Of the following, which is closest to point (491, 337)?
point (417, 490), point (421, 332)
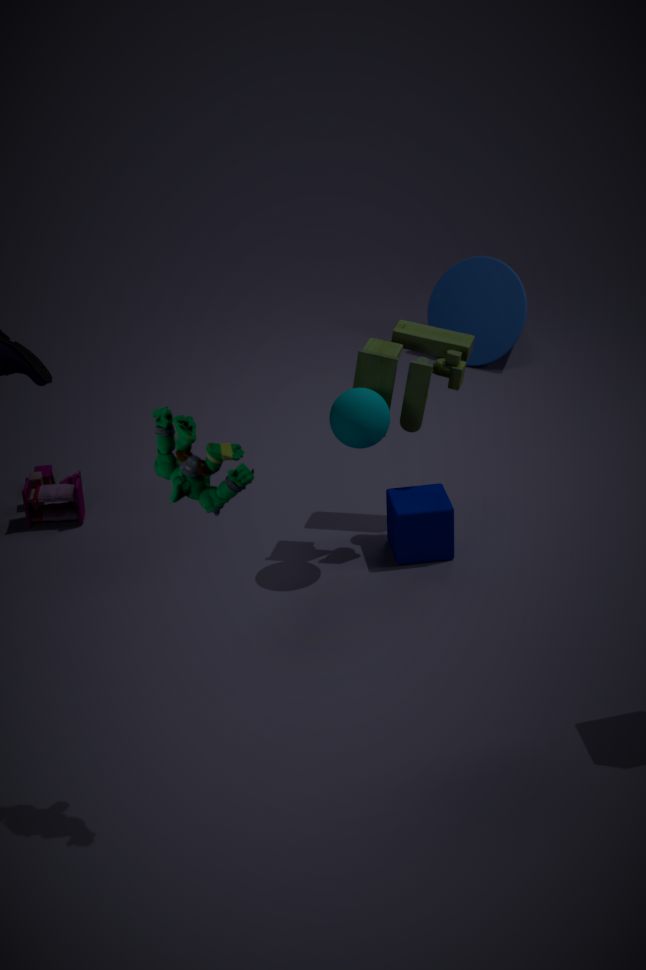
point (421, 332)
